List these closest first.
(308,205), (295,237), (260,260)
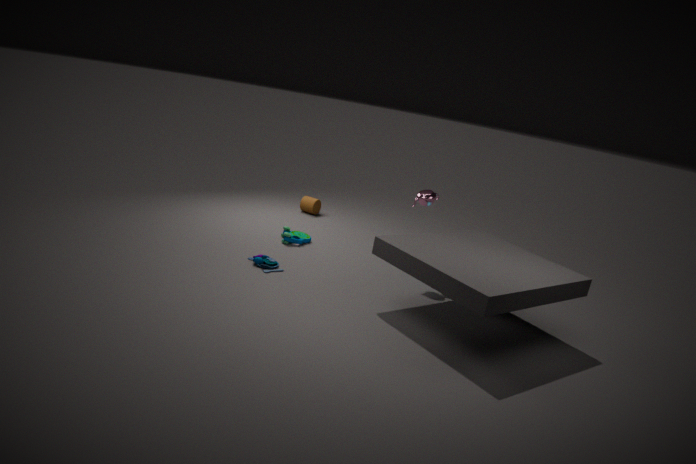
1. (260,260)
2. (295,237)
3. (308,205)
